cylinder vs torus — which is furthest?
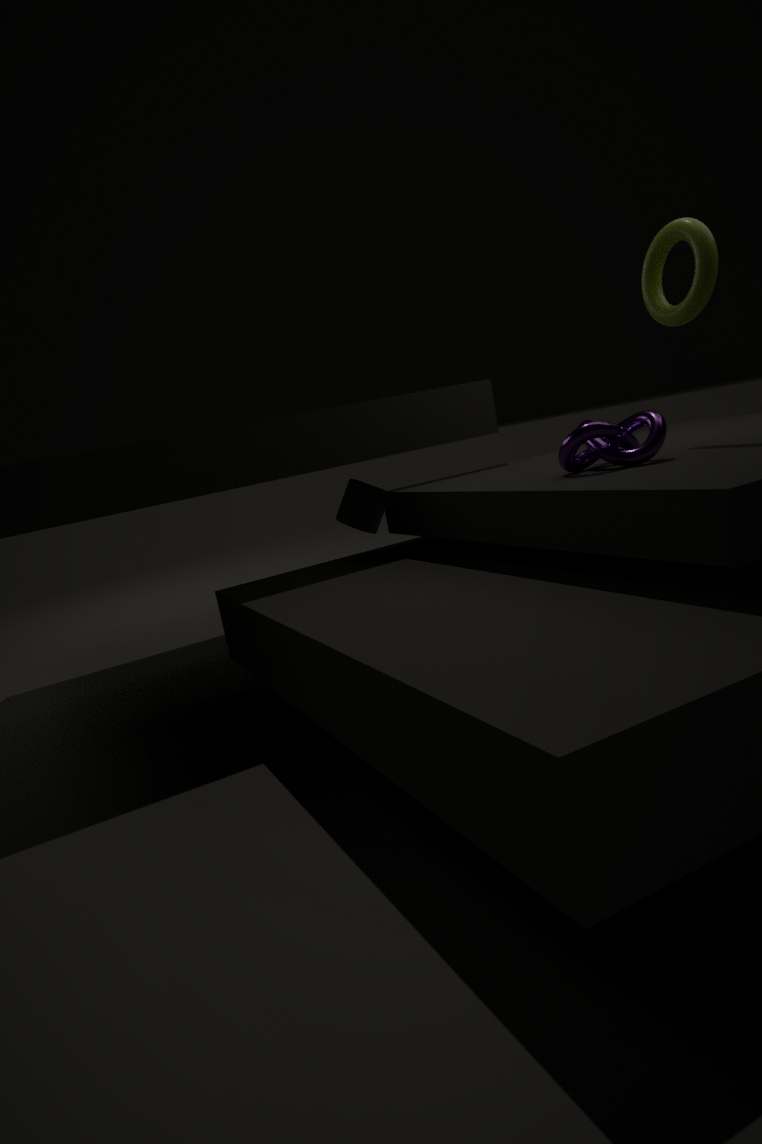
cylinder
